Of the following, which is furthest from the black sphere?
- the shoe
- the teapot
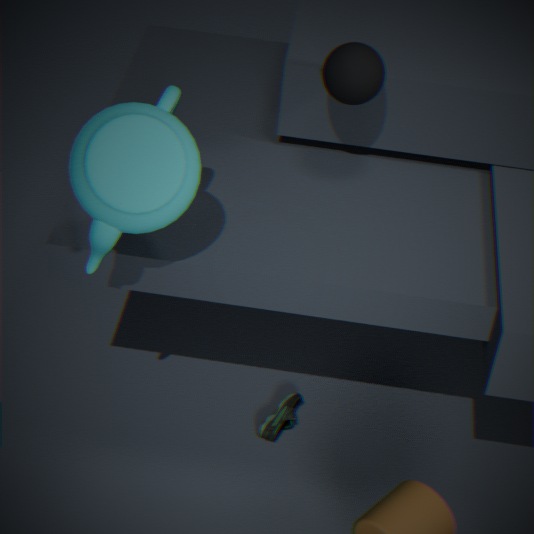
the shoe
